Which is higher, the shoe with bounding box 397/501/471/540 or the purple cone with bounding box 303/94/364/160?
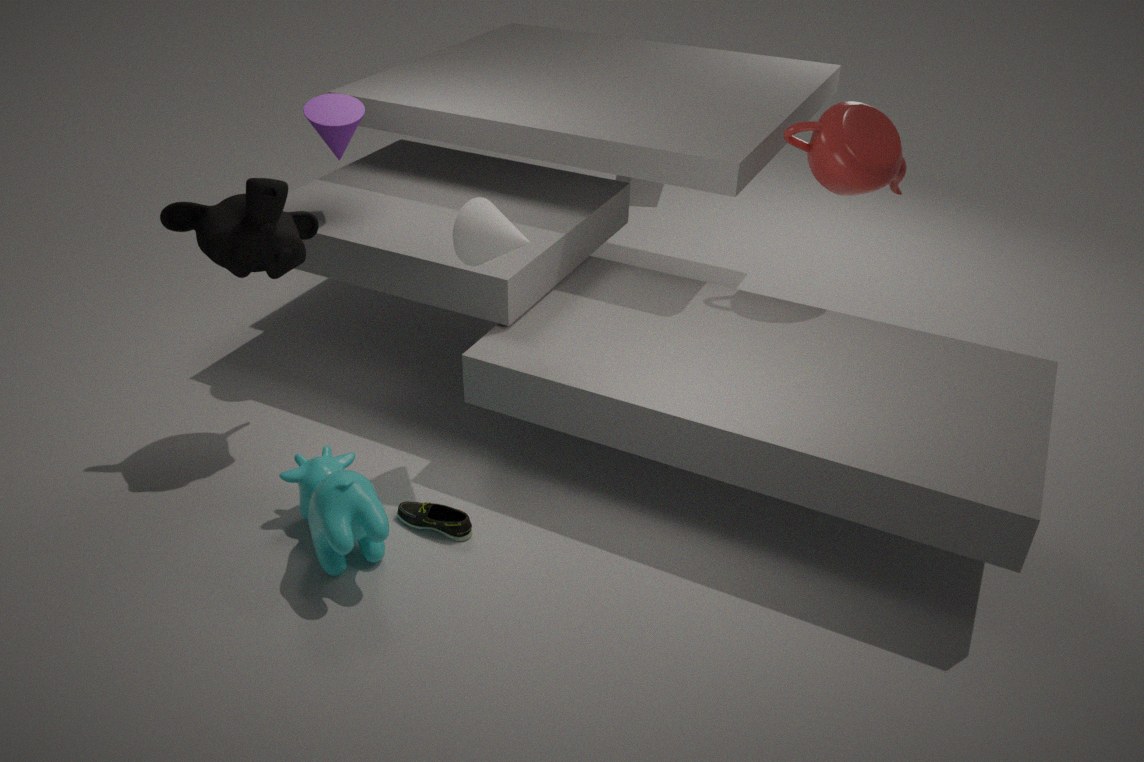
the purple cone with bounding box 303/94/364/160
